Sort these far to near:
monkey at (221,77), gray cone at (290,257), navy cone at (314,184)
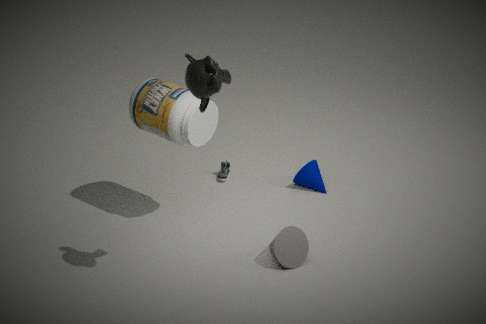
navy cone at (314,184)
gray cone at (290,257)
monkey at (221,77)
